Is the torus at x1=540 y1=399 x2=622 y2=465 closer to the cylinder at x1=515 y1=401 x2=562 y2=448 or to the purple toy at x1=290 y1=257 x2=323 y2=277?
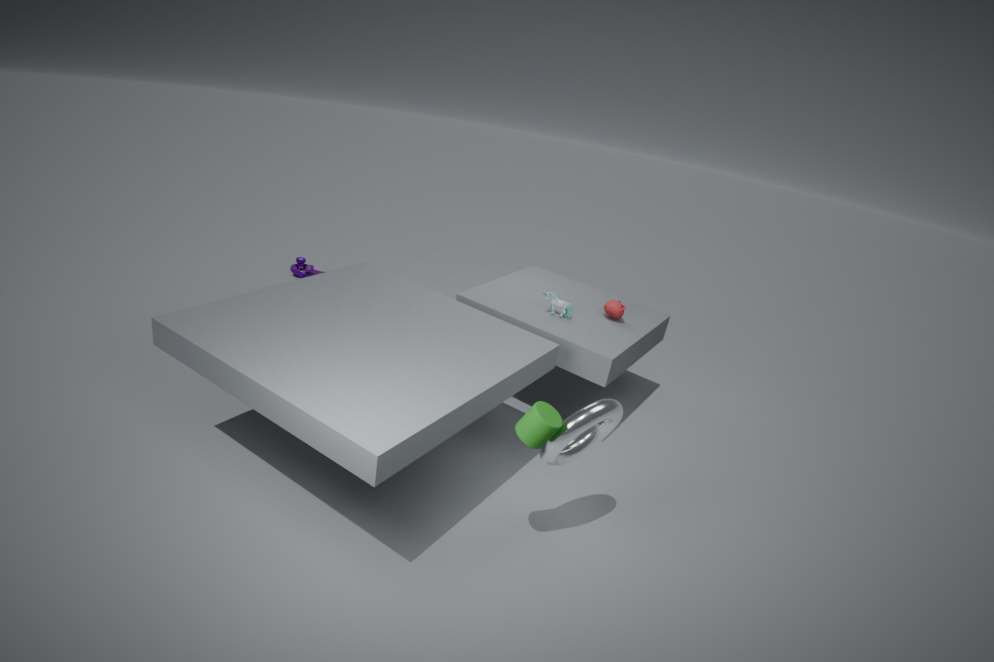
the cylinder at x1=515 y1=401 x2=562 y2=448
